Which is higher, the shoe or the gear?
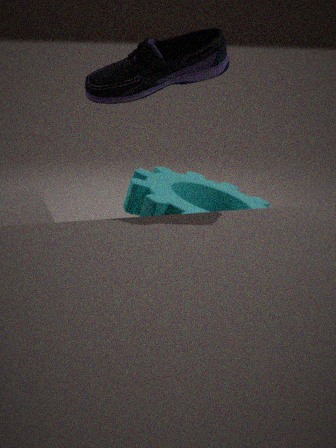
the shoe
